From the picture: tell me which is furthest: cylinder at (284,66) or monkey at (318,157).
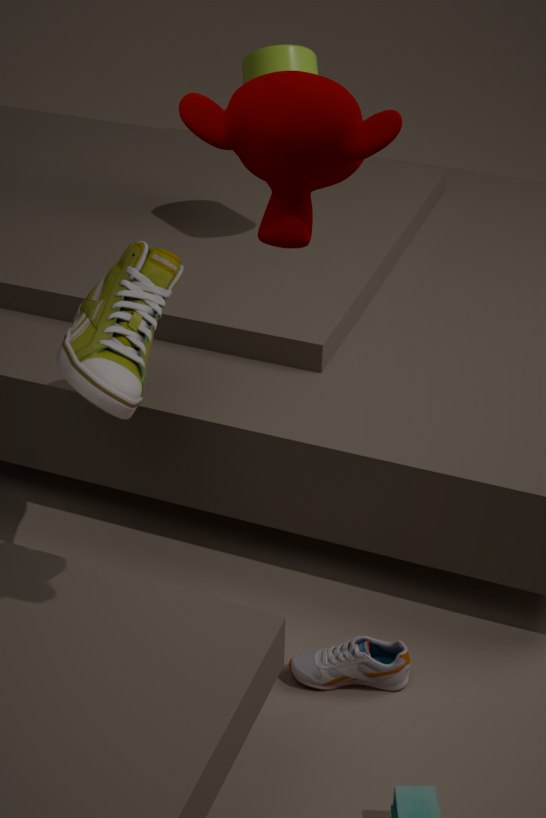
cylinder at (284,66)
